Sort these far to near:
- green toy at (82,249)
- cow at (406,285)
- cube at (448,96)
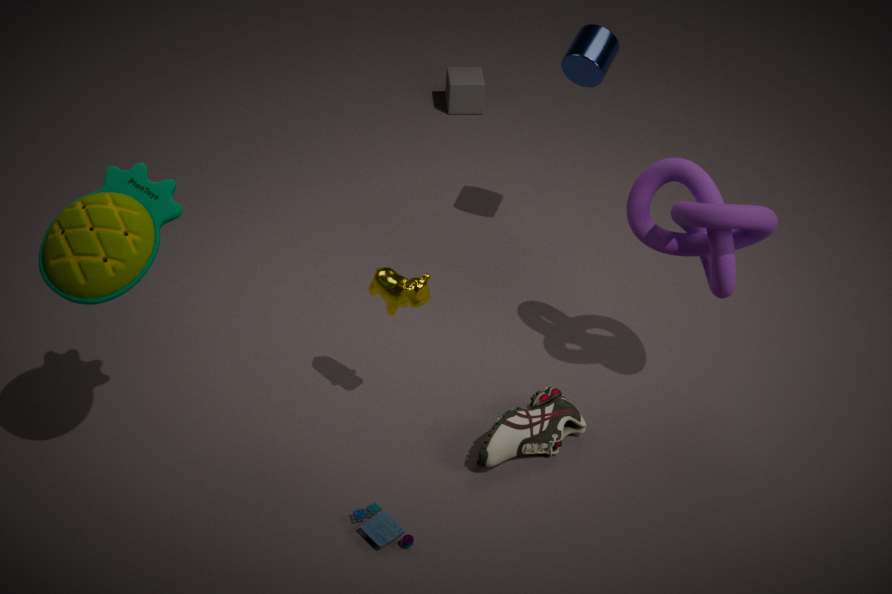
1. cube at (448,96)
2. cow at (406,285)
3. green toy at (82,249)
